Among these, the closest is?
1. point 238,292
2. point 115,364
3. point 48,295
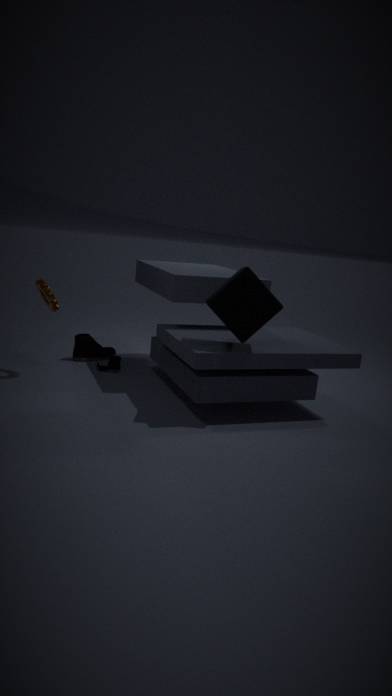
point 238,292
